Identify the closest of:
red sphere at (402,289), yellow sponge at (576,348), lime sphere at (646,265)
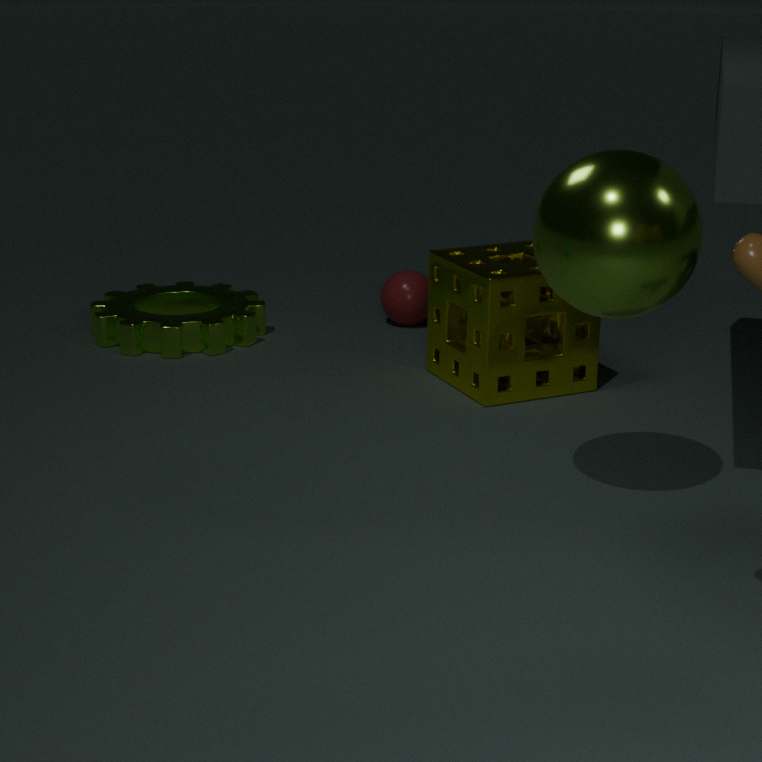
lime sphere at (646,265)
